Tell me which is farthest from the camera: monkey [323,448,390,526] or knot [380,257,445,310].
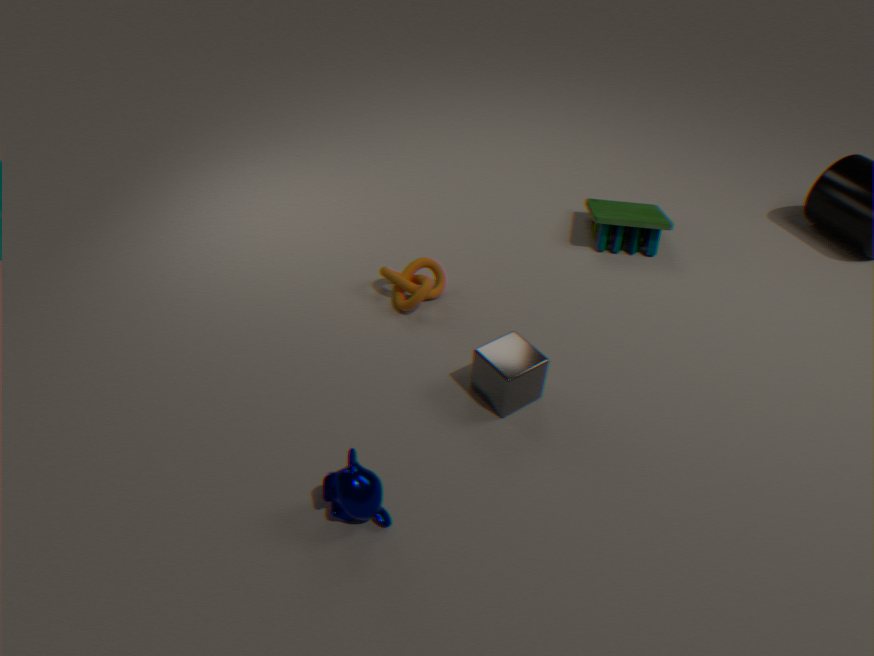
knot [380,257,445,310]
